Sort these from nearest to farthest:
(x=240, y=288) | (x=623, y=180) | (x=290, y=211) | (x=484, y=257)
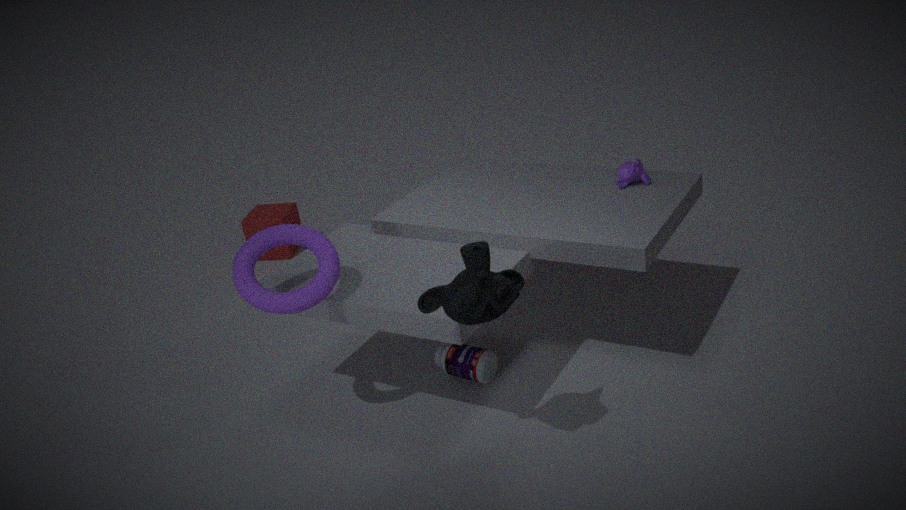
(x=484, y=257) → (x=240, y=288) → (x=623, y=180) → (x=290, y=211)
